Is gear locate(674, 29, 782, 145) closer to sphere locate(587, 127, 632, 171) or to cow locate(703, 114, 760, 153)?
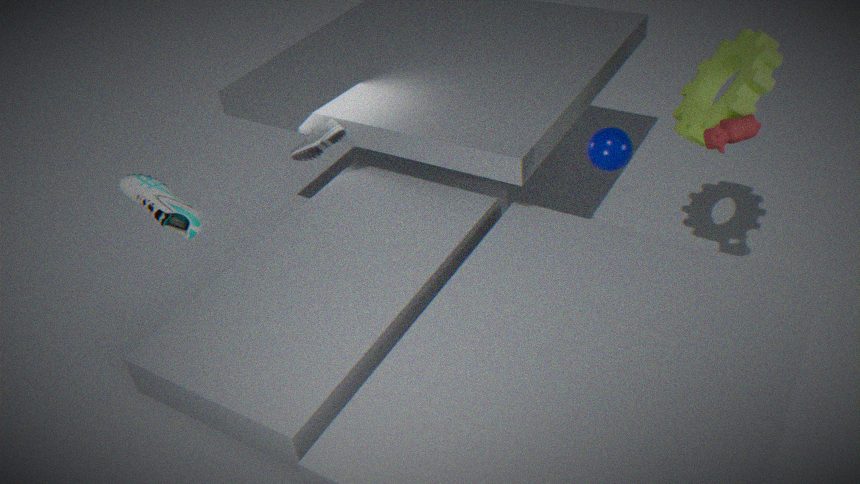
cow locate(703, 114, 760, 153)
